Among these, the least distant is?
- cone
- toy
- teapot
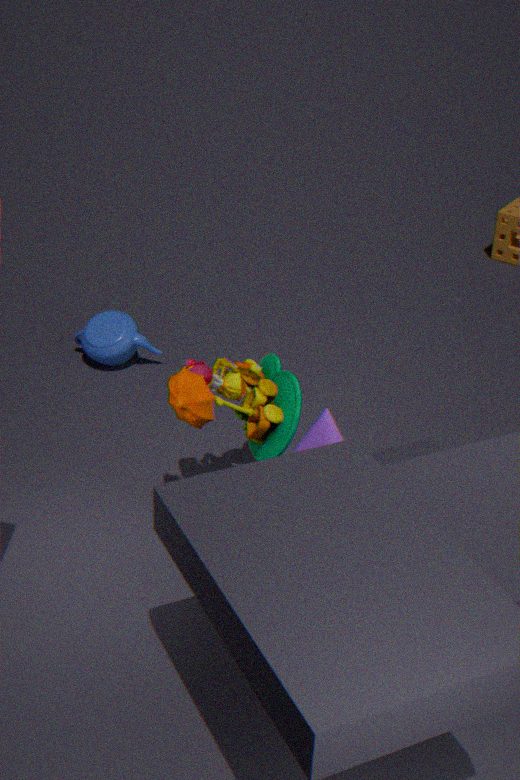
cone
